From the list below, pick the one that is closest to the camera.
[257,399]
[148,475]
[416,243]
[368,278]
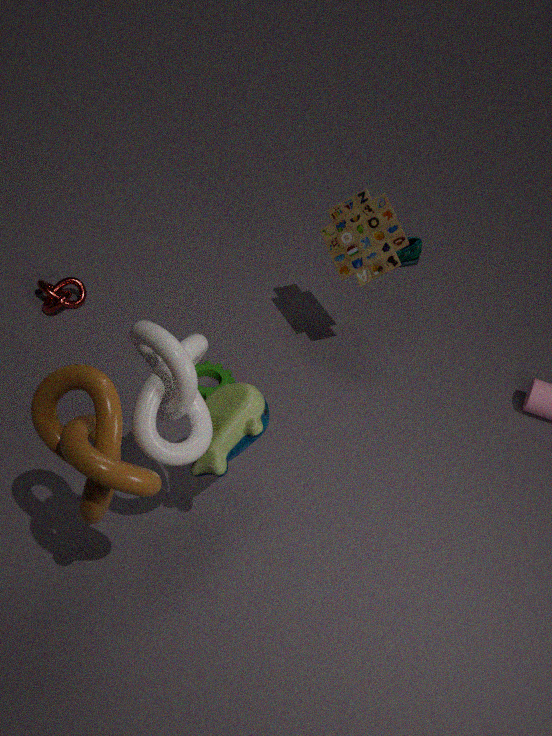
[148,475]
